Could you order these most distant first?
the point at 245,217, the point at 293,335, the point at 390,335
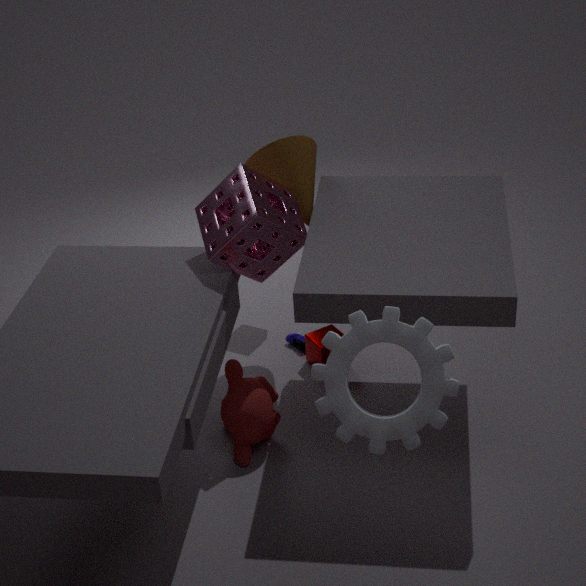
the point at 293,335 → the point at 245,217 → the point at 390,335
